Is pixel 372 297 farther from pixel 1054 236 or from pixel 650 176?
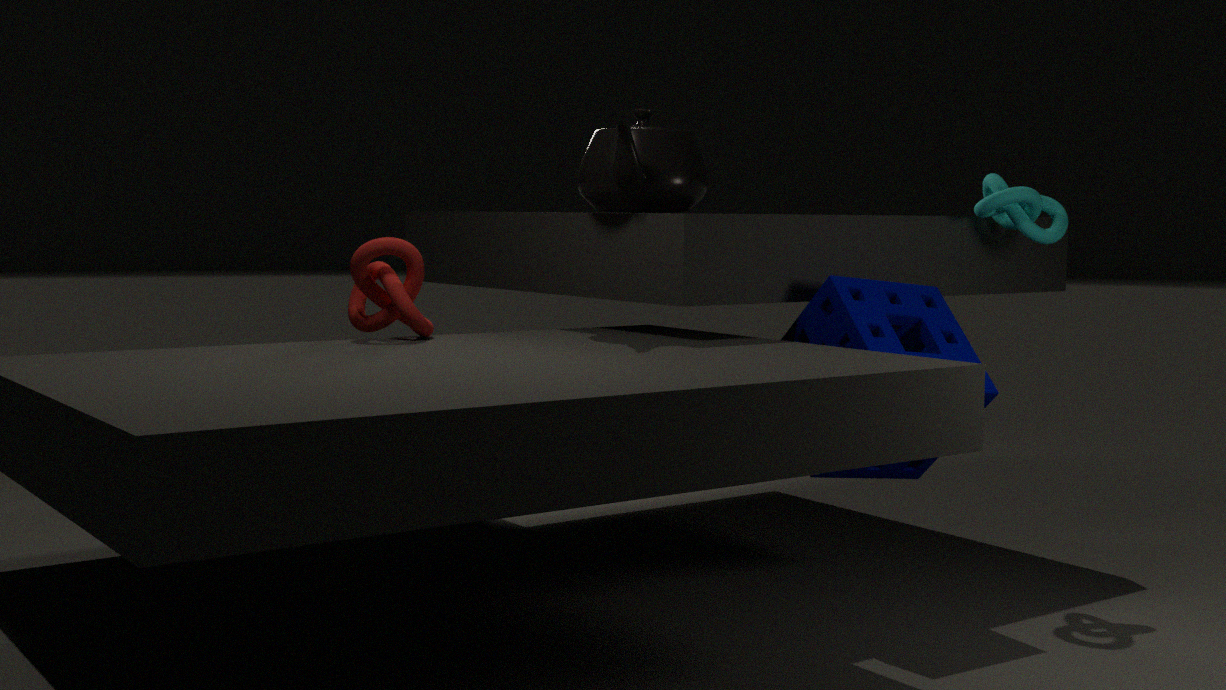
pixel 1054 236
